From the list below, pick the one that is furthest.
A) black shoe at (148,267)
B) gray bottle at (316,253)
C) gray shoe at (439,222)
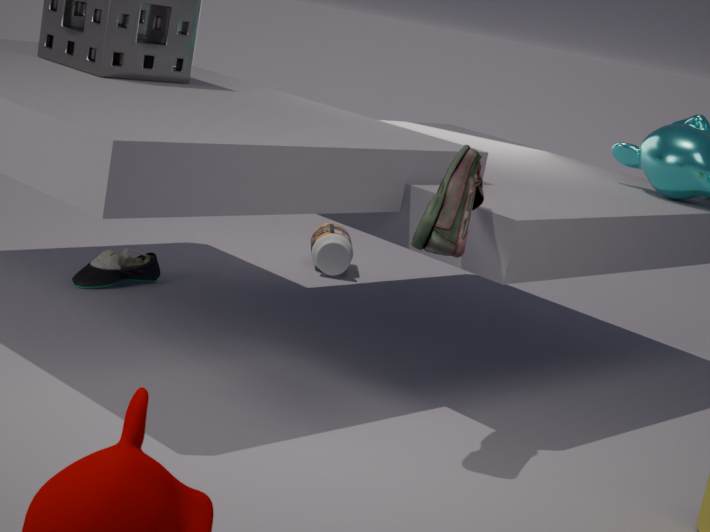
gray bottle at (316,253)
